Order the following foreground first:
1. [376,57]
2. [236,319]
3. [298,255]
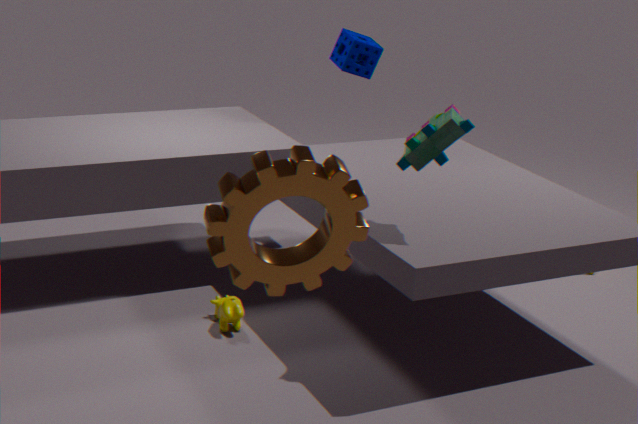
[298,255] < [236,319] < [376,57]
